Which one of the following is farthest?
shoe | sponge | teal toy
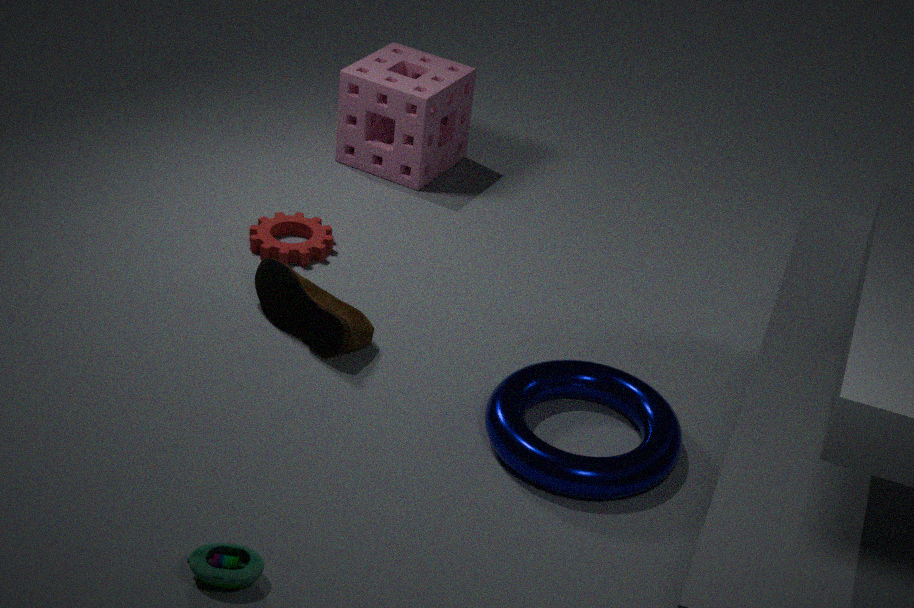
sponge
